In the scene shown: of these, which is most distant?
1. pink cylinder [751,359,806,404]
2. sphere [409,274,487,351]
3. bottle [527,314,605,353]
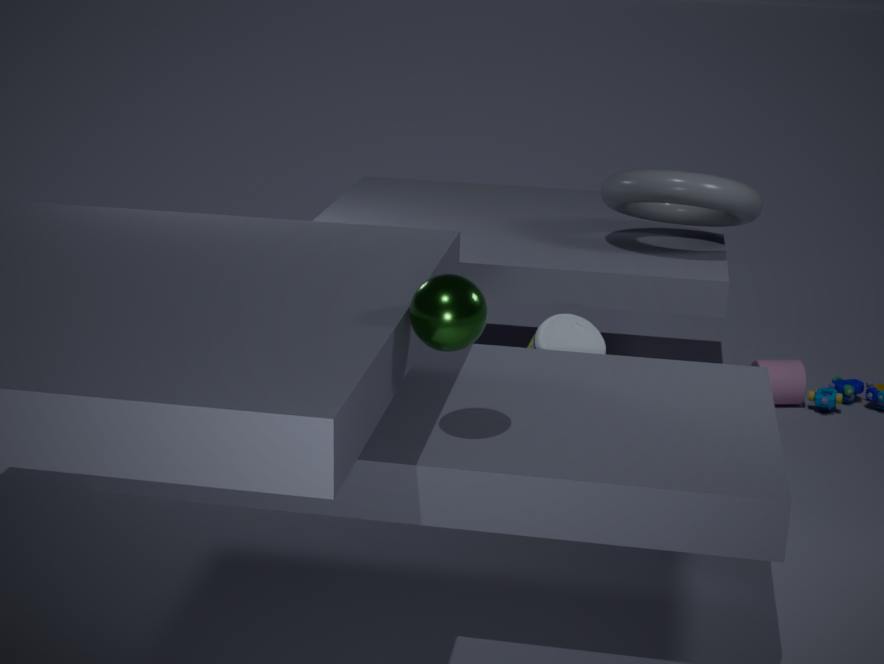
pink cylinder [751,359,806,404]
